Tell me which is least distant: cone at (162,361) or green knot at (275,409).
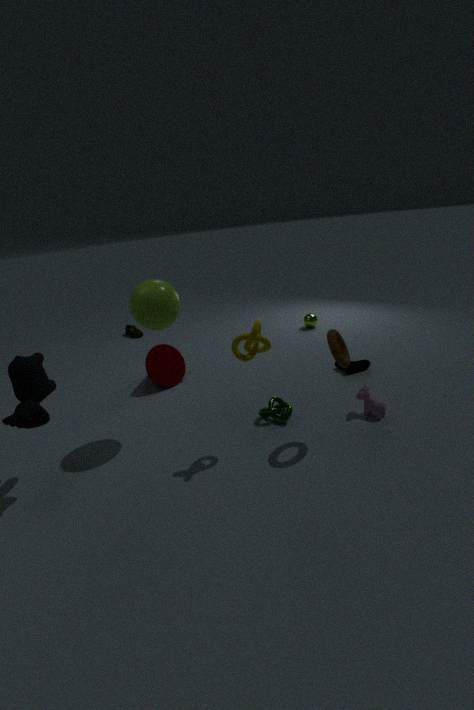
green knot at (275,409)
